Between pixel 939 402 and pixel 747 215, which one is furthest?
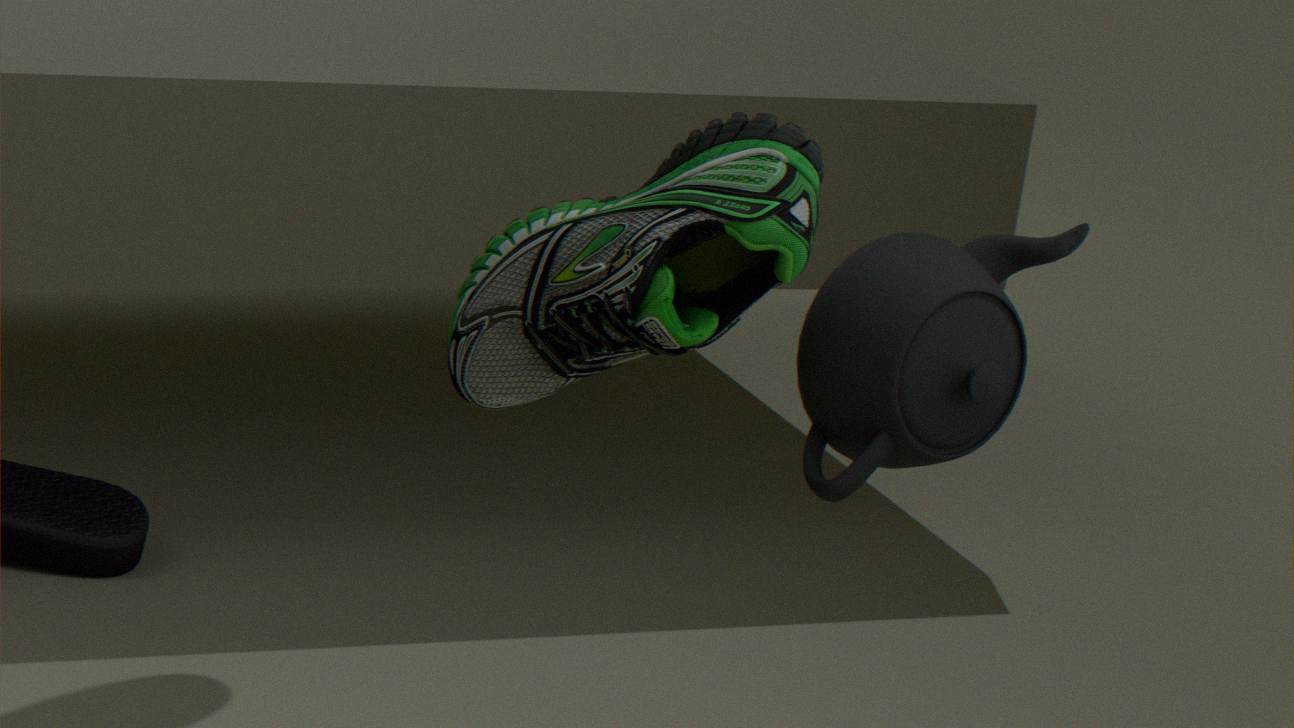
pixel 939 402
